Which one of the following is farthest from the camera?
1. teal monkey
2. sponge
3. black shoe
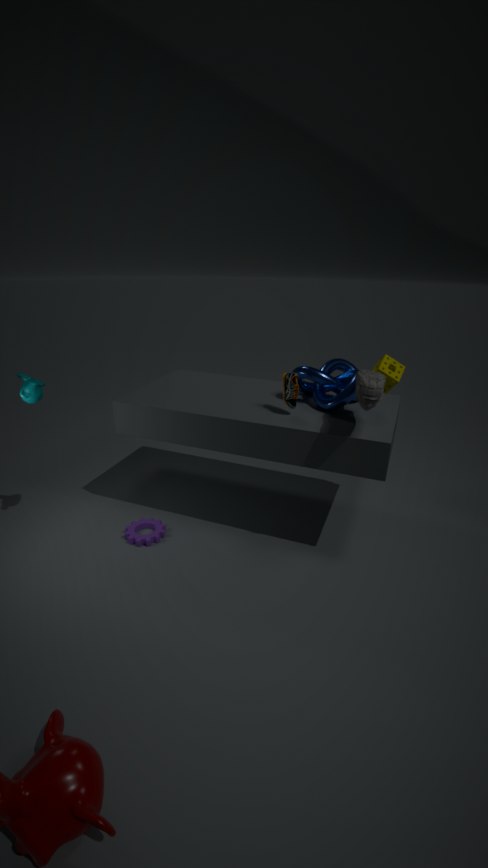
sponge
